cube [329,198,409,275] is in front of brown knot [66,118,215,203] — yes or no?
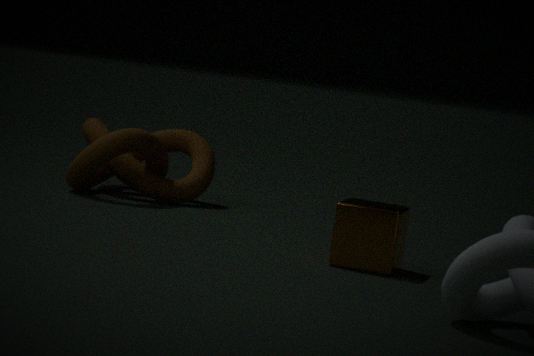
Yes
